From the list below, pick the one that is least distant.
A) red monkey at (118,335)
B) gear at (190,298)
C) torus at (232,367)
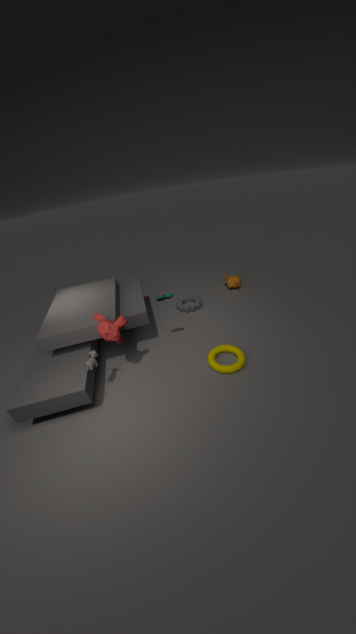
red monkey at (118,335)
